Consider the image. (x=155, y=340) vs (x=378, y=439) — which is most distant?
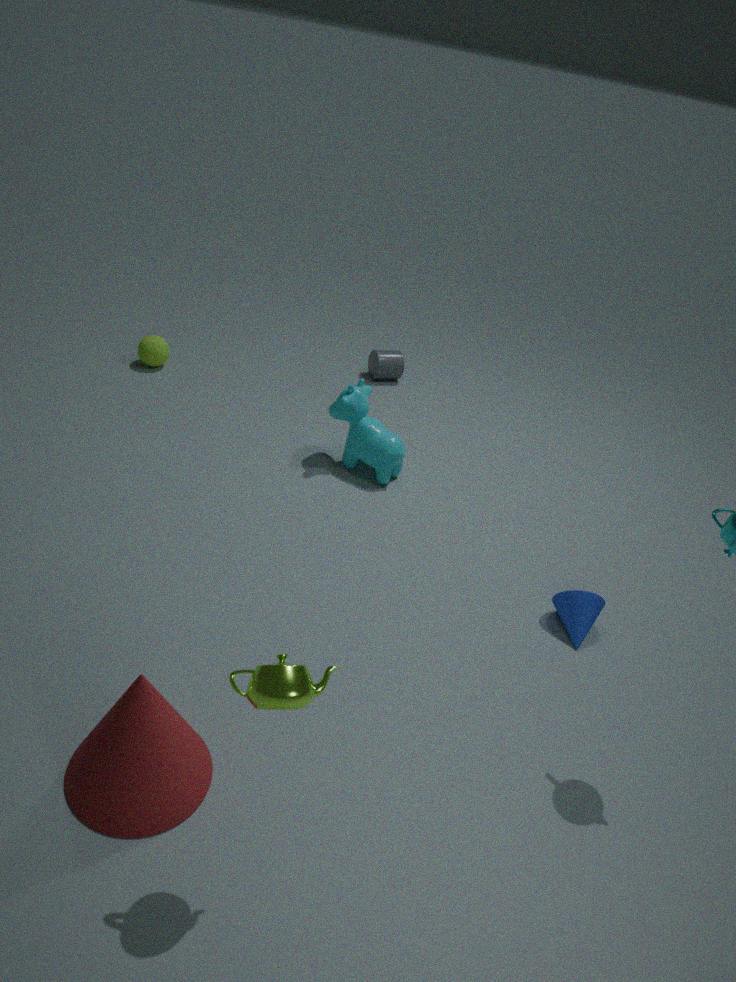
(x=155, y=340)
